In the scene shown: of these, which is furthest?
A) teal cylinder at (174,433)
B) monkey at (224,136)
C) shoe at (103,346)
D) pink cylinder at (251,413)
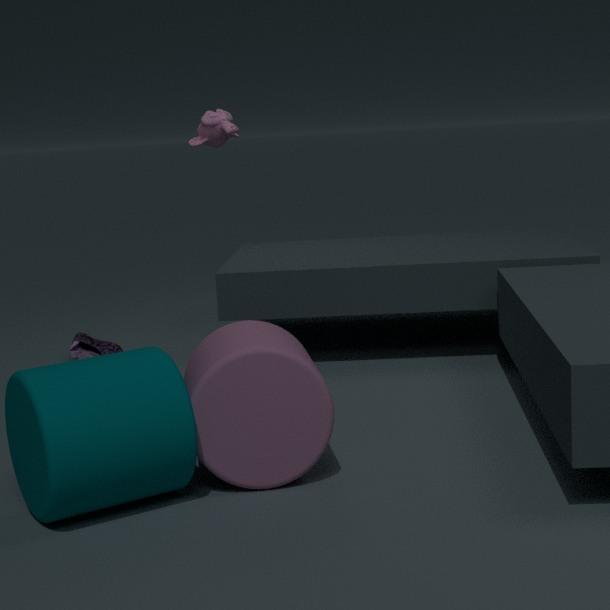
monkey at (224,136)
